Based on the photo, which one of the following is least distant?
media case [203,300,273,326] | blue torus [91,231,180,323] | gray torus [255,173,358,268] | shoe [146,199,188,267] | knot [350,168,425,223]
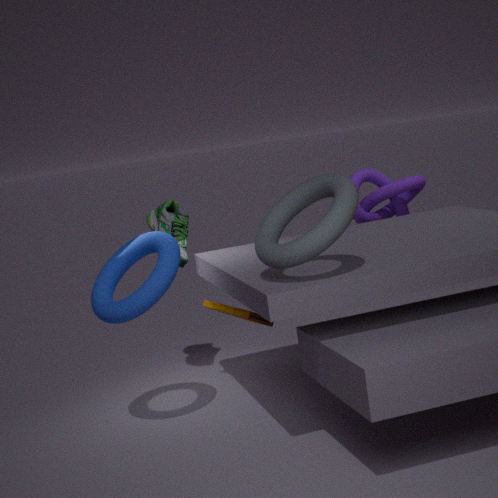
gray torus [255,173,358,268]
